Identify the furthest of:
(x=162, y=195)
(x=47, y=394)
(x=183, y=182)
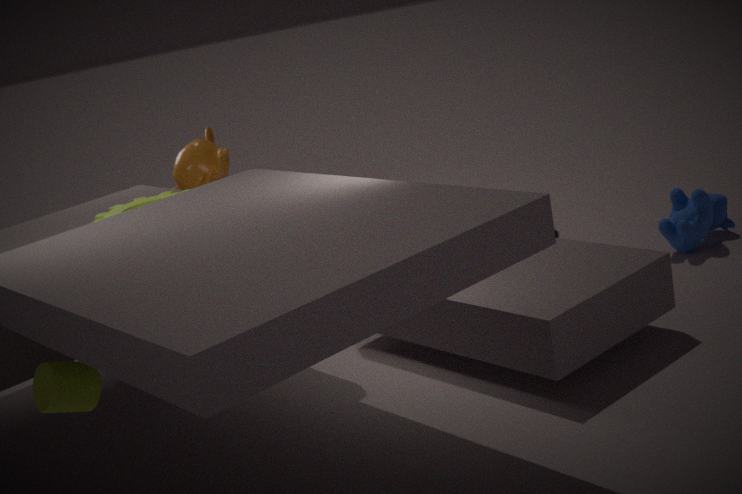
(x=183, y=182)
